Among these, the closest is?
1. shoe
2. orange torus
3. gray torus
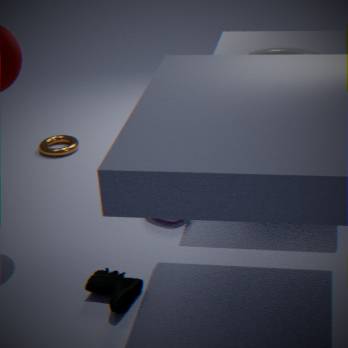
shoe
